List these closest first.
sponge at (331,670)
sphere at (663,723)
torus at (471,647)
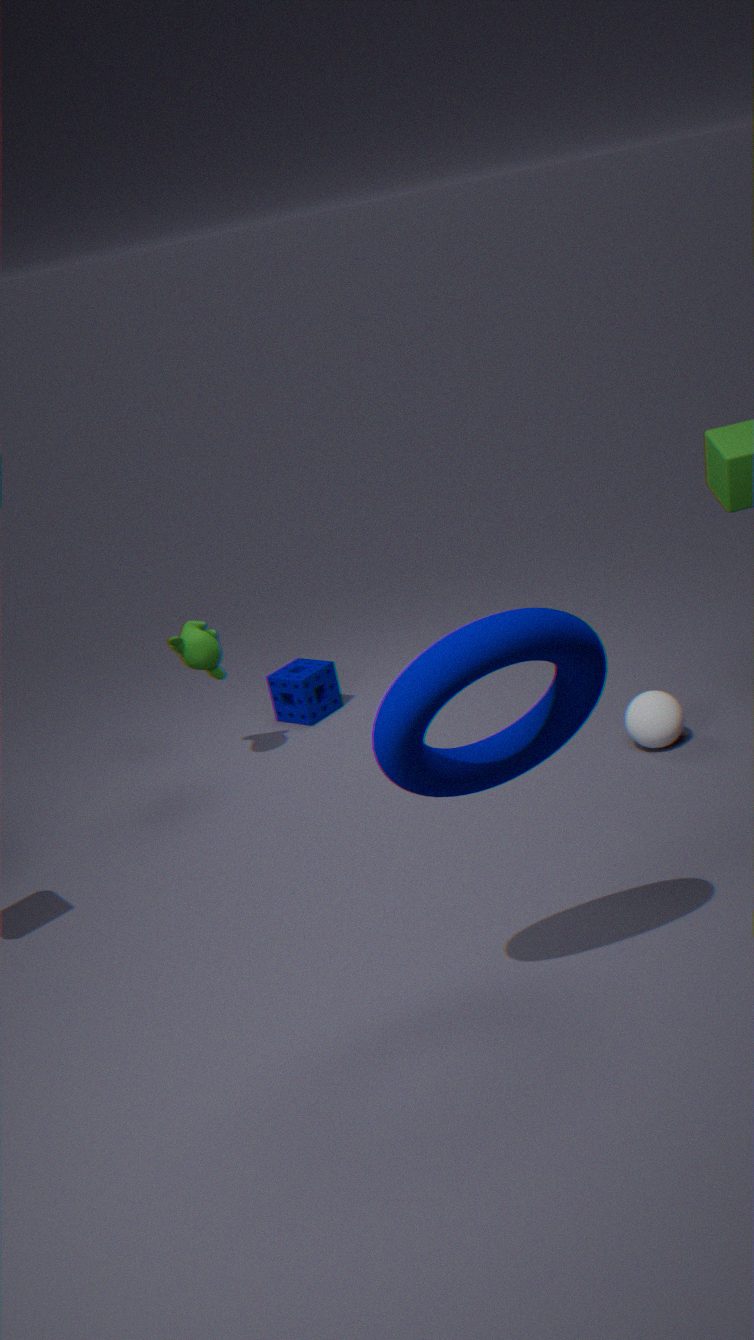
torus at (471,647), sphere at (663,723), sponge at (331,670)
